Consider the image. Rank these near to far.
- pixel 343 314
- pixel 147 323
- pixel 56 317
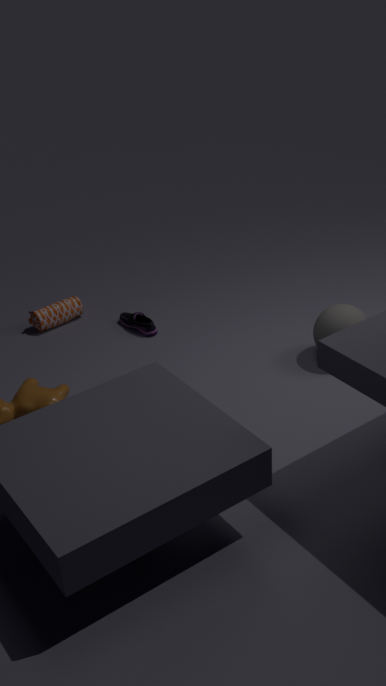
pixel 343 314 < pixel 147 323 < pixel 56 317
